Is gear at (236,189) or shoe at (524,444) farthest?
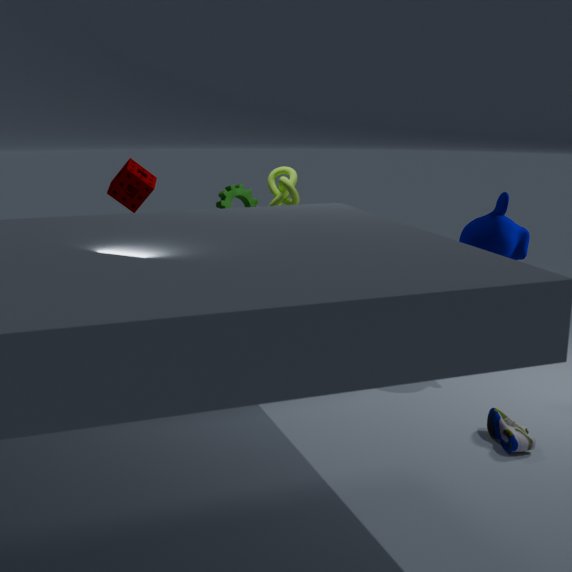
gear at (236,189)
